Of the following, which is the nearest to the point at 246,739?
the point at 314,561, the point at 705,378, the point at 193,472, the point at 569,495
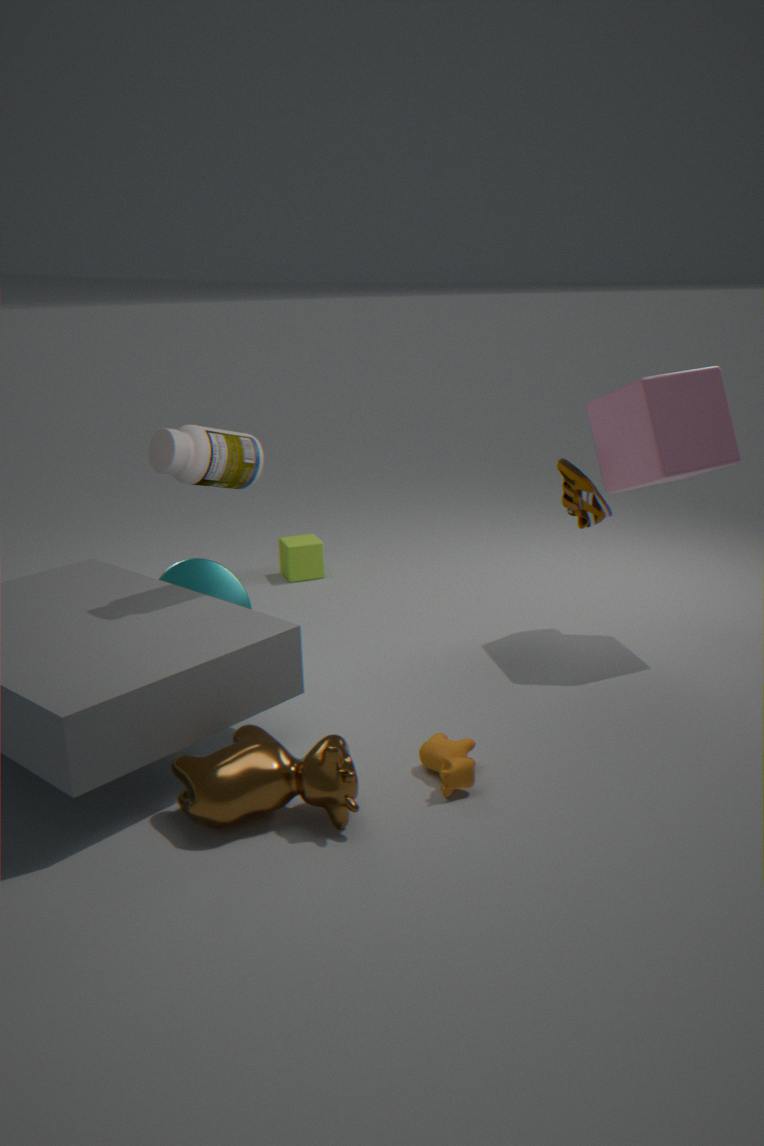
the point at 193,472
